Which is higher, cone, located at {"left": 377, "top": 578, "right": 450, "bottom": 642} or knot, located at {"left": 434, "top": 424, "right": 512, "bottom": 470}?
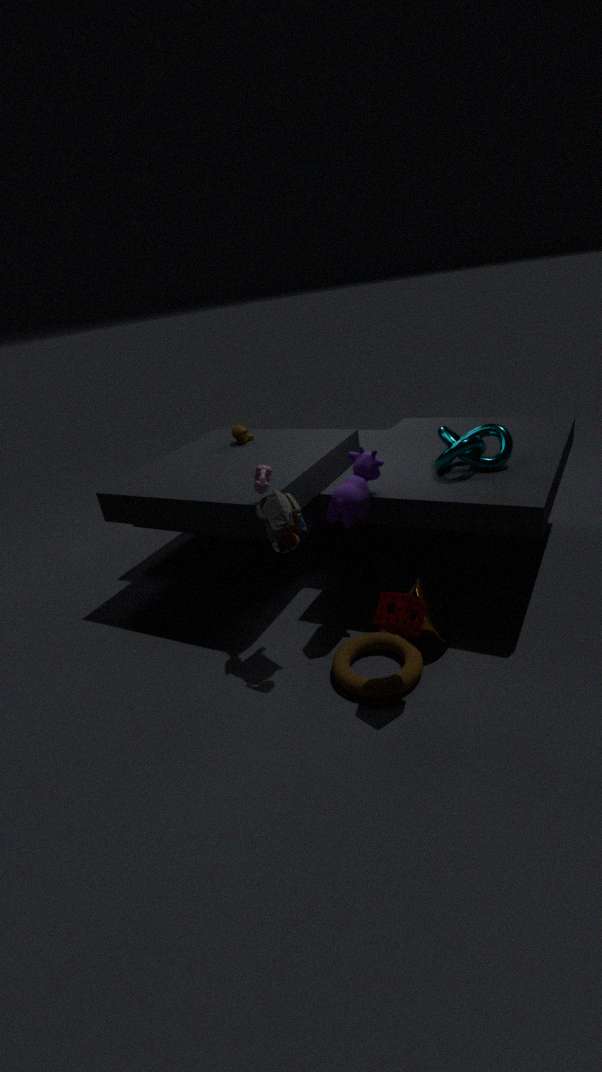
knot, located at {"left": 434, "top": 424, "right": 512, "bottom": 470}
